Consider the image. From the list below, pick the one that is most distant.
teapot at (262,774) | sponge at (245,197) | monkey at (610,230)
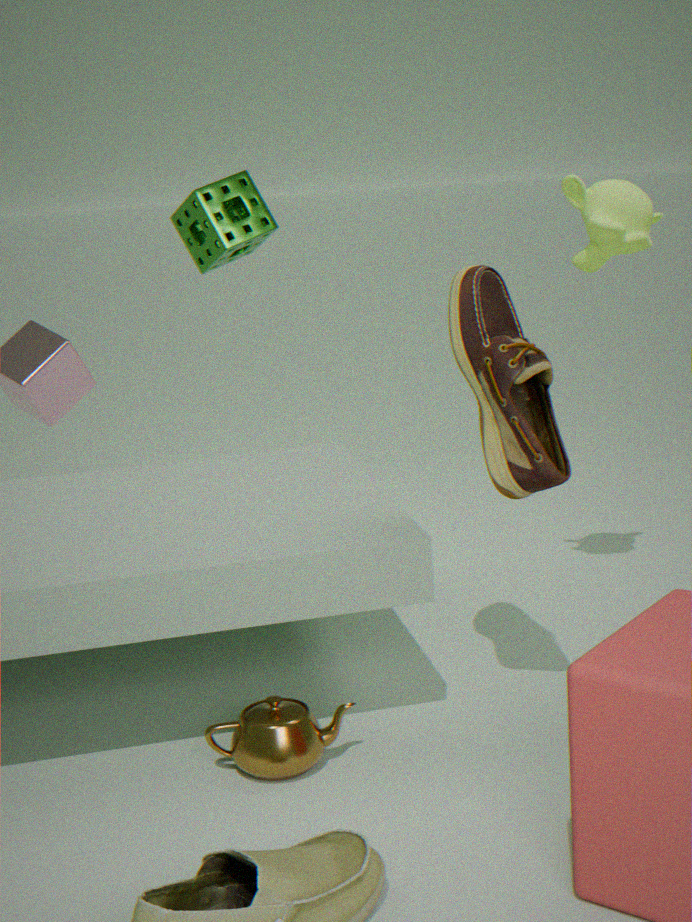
sponge at (245,197)
